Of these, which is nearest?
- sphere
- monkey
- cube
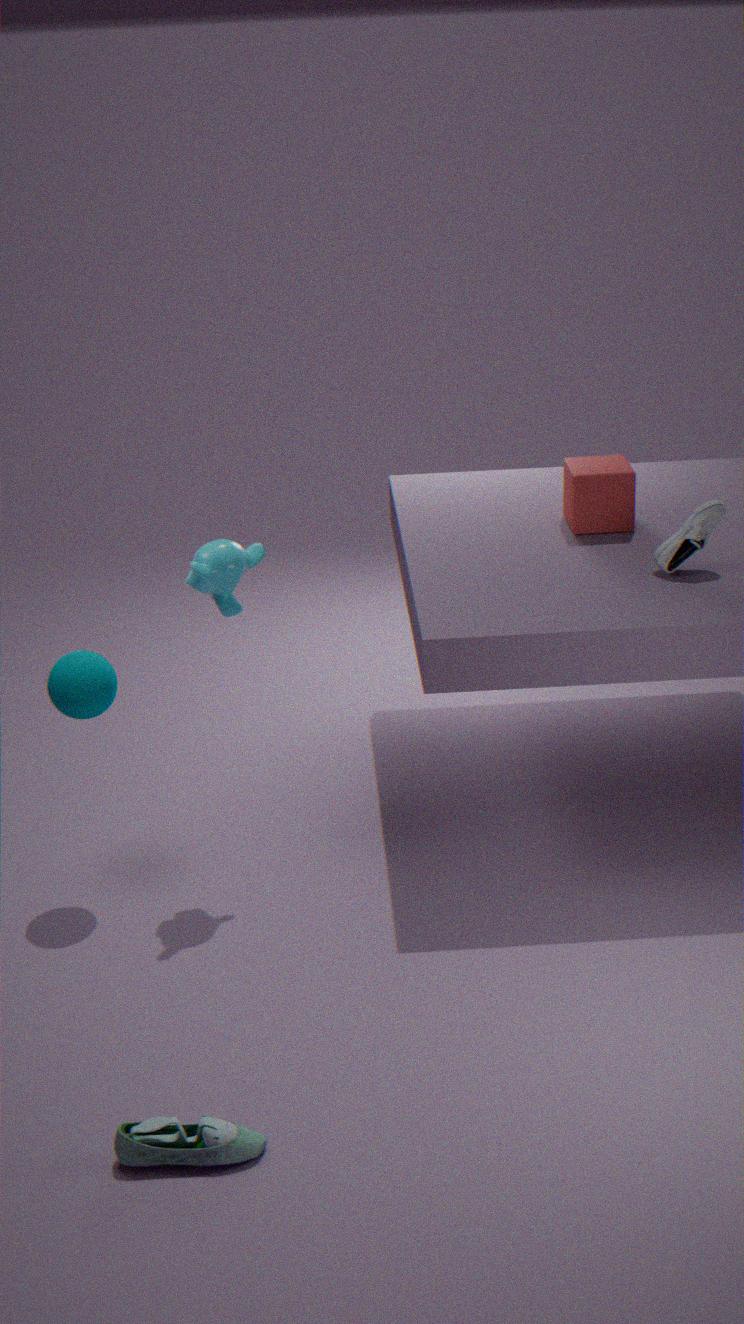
monkey
